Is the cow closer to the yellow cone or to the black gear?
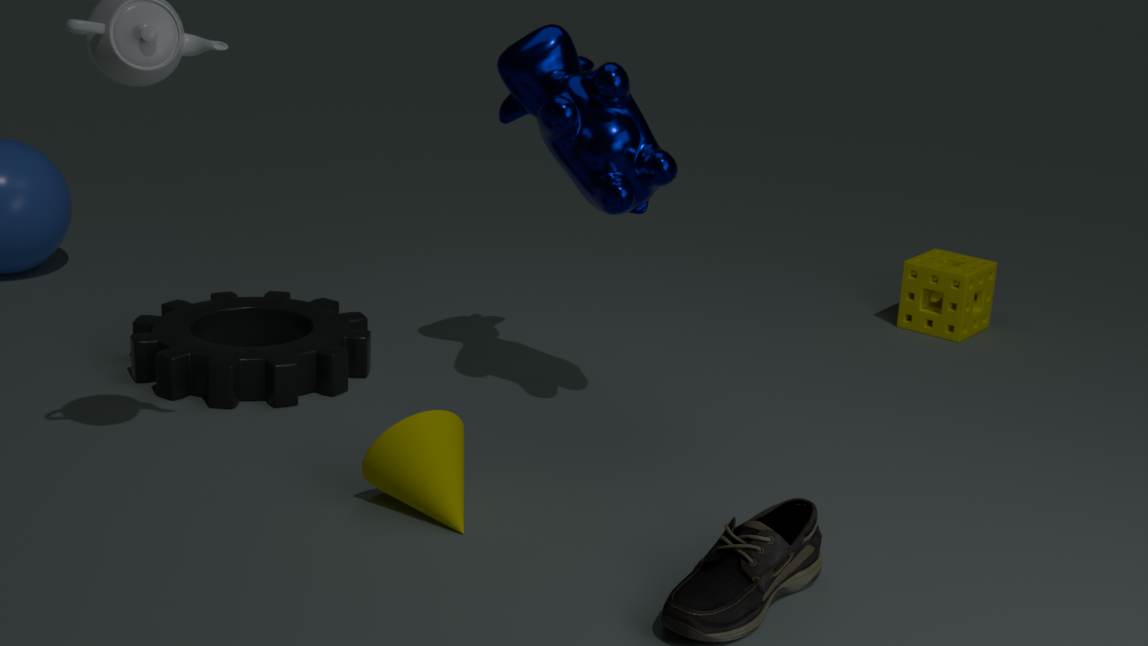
the yellow cone
